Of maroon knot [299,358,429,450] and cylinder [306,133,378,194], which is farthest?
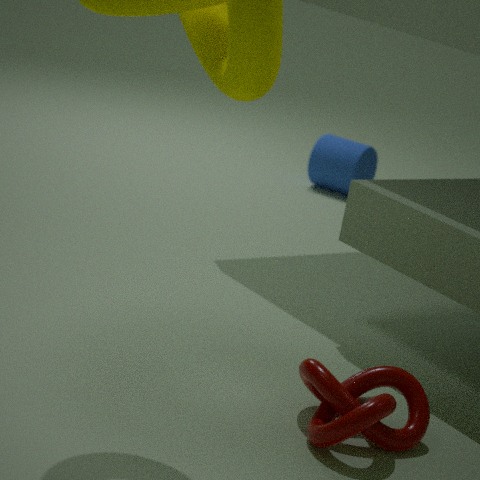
cylinder [306,133,378,194]
